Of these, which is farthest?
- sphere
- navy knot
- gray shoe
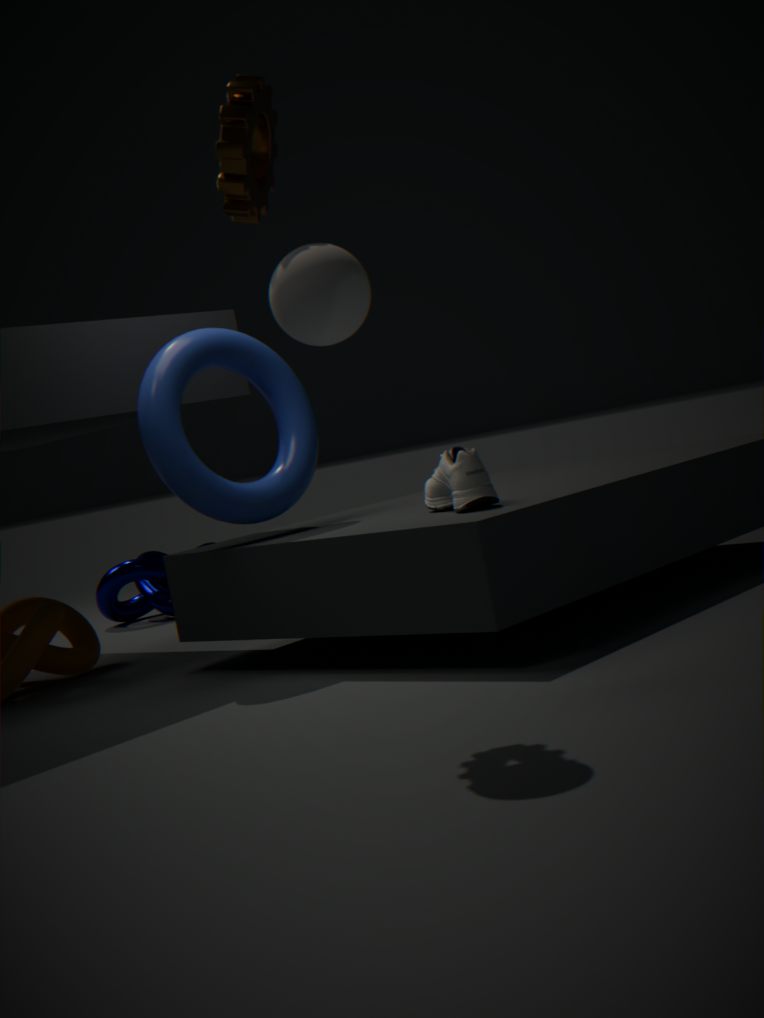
navy knot
